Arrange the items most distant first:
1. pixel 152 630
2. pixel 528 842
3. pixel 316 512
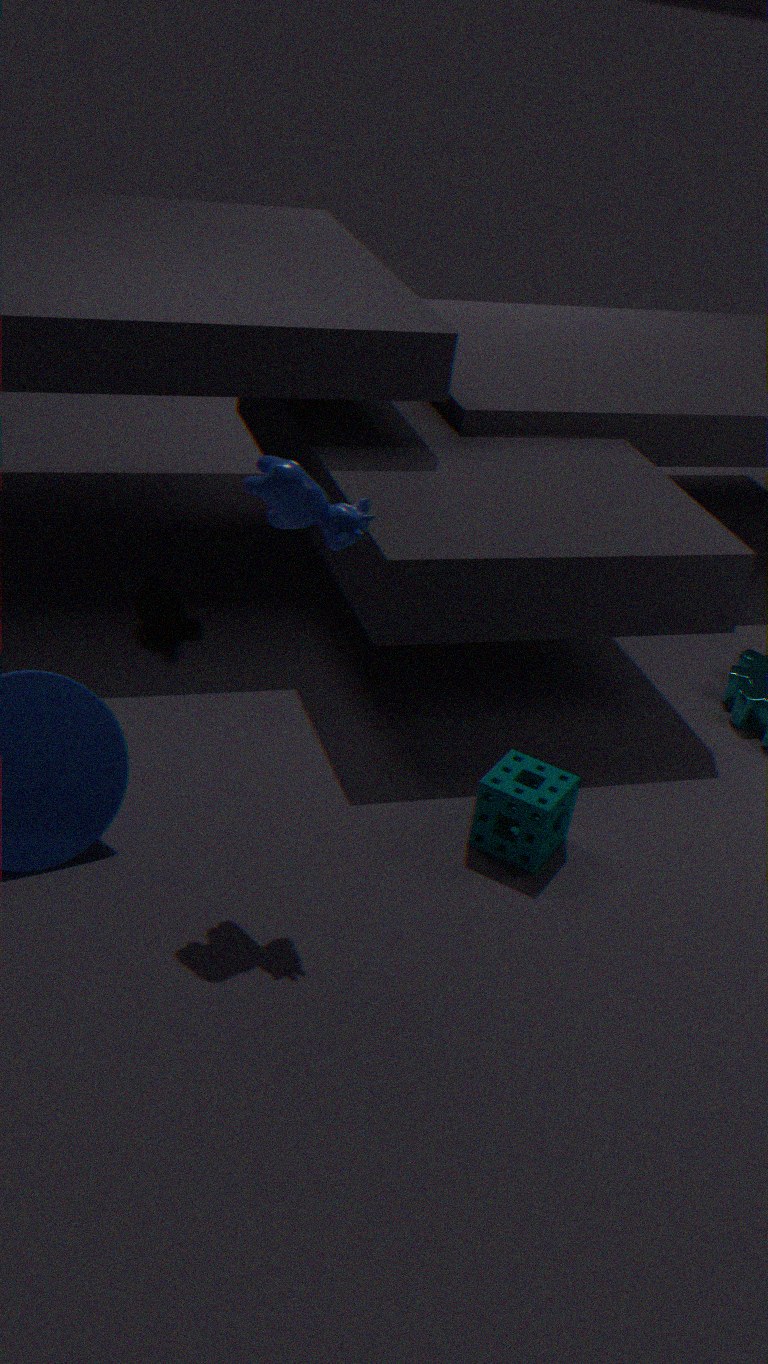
pixel 152 630, pixel 528 842, pixel 316 512
